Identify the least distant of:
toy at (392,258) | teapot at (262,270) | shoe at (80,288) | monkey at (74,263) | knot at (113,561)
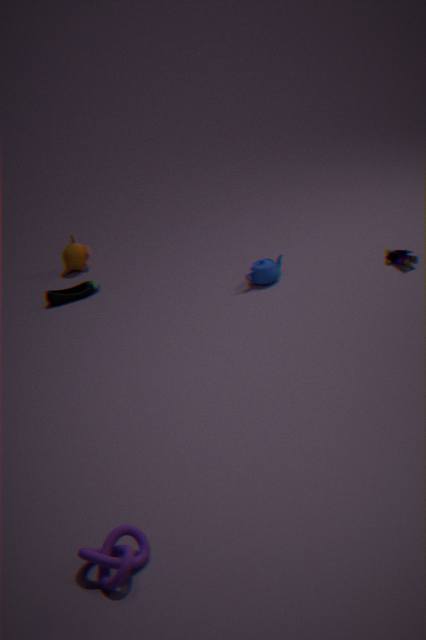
knot at (113,561)
